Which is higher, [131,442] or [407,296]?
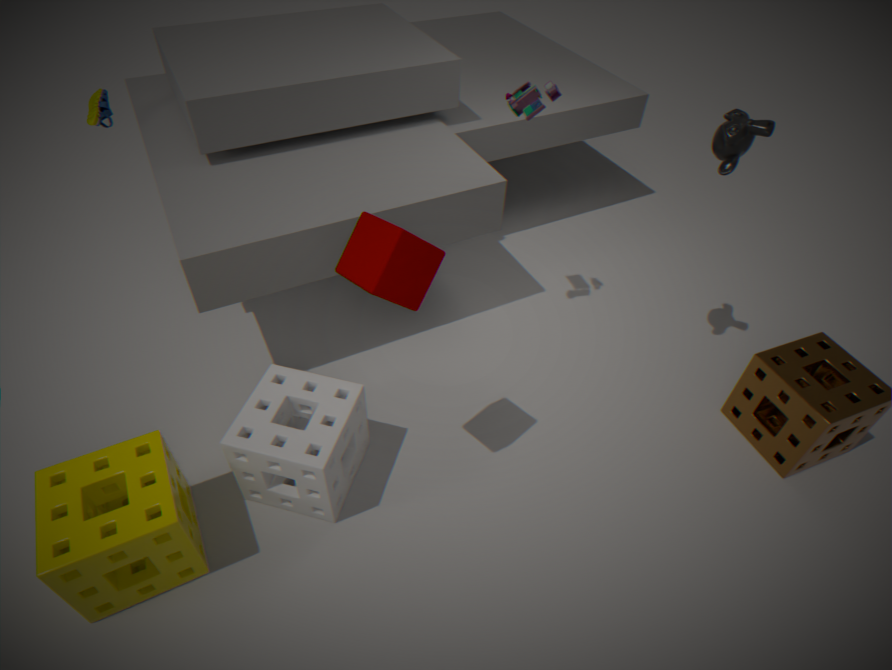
[407,296]
